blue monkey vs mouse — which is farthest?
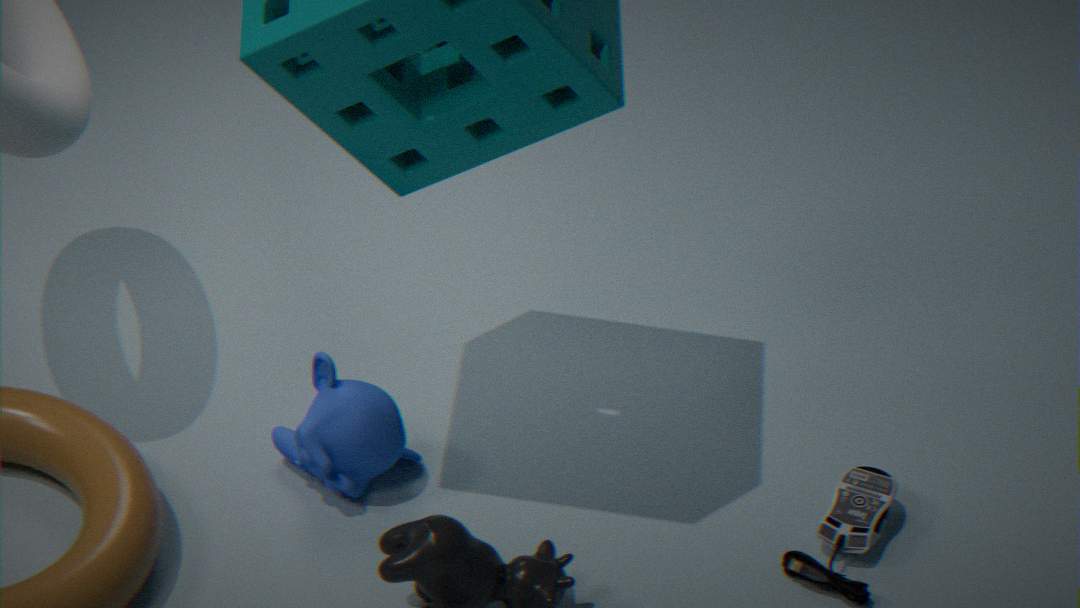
blue monkey
